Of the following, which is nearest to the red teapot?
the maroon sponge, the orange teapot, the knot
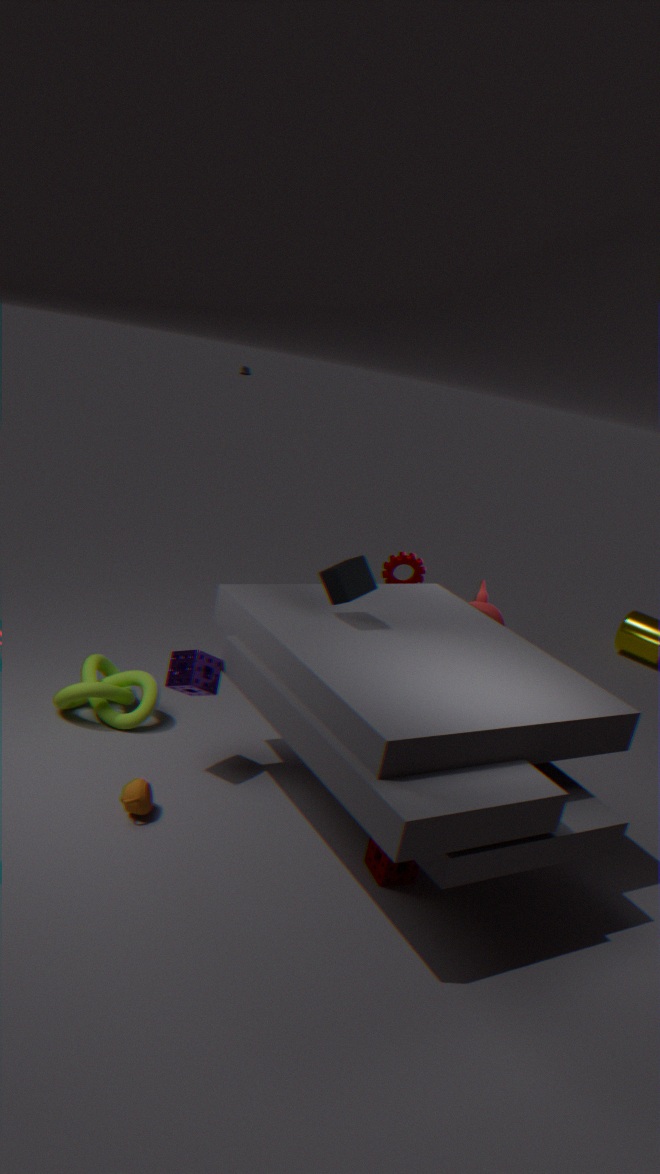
the maroon sponge
